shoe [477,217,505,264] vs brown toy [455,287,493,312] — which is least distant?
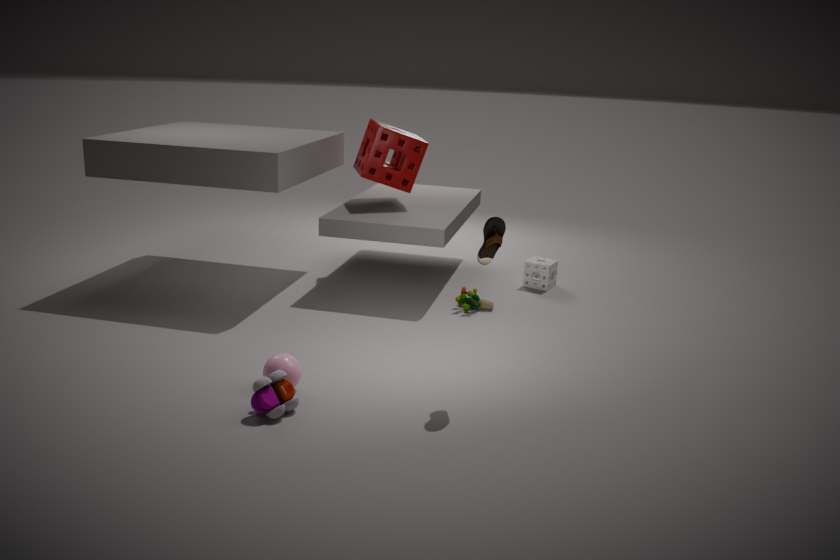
shoe [477,217,505,264]
